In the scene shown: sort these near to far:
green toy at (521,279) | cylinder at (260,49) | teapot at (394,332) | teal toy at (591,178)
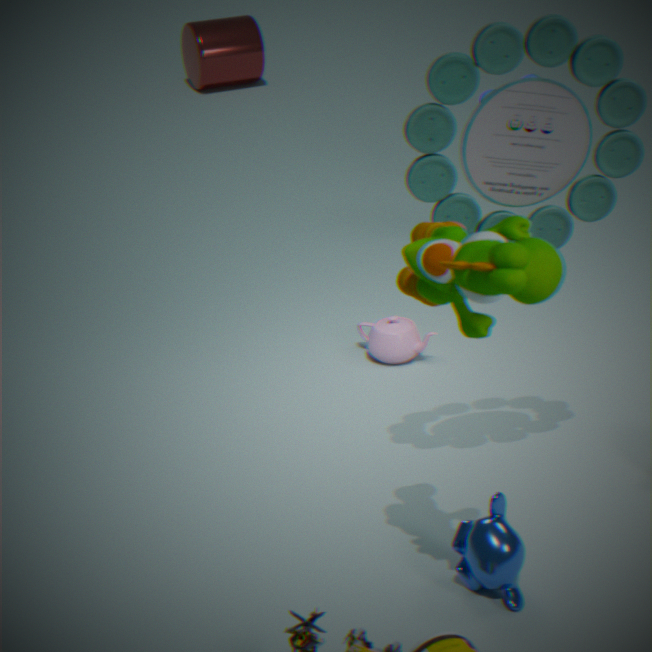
green toy at (521,279) < teal toy at (591,178) < teapot at (394,332) < cylinder at (260,49)
